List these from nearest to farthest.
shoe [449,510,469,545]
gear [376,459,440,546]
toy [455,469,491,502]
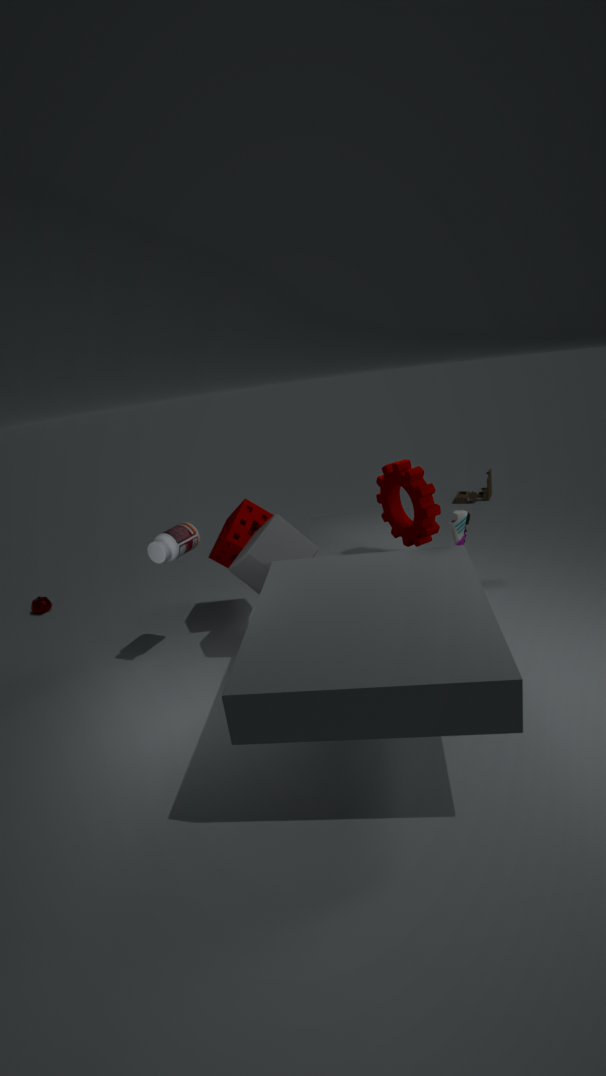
gear [376,459,440,546] < shoe [449,510,469,545] < toy [455,469,491,502]
